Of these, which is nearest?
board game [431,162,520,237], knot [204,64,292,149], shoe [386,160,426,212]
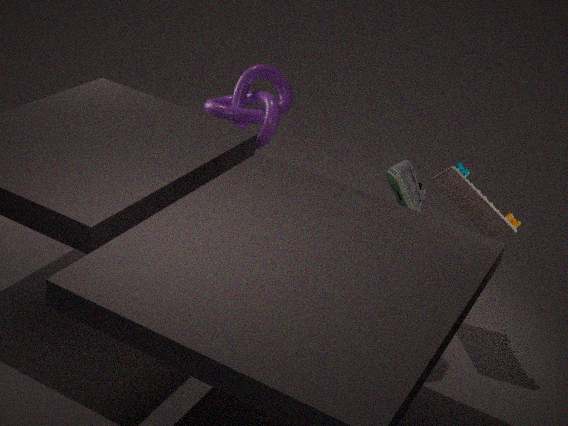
shoe [386,160,426,212]
